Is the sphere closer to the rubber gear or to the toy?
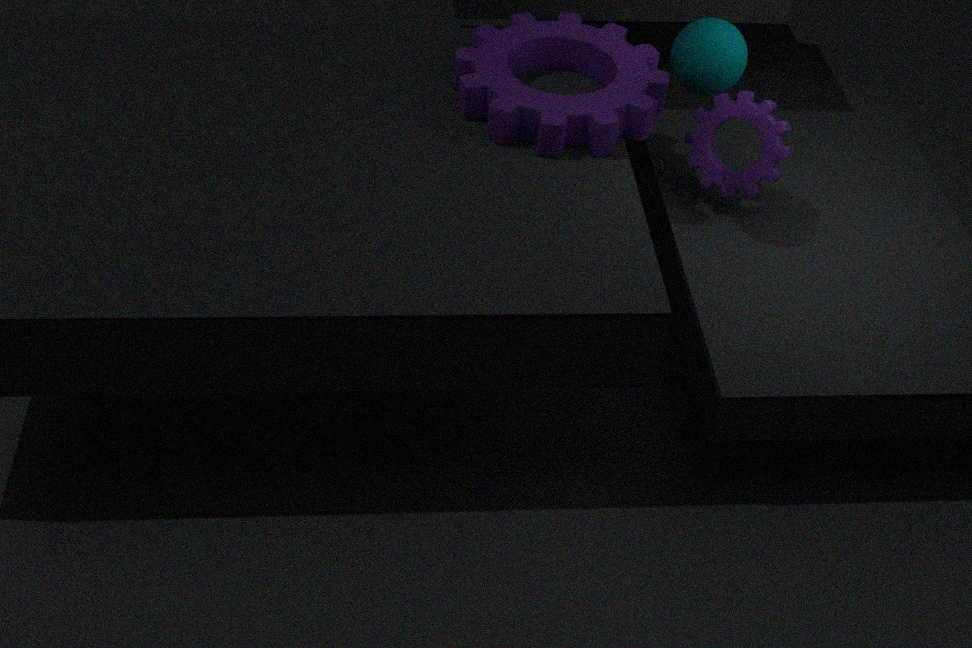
the rubber gear
